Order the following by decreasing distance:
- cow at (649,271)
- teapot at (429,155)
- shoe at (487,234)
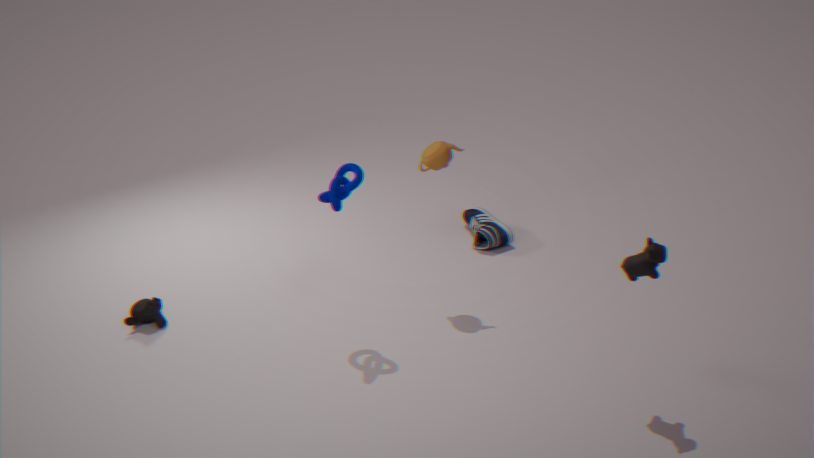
shoe at (487,234)
teapot at (429,155)
cow at (649,271)
